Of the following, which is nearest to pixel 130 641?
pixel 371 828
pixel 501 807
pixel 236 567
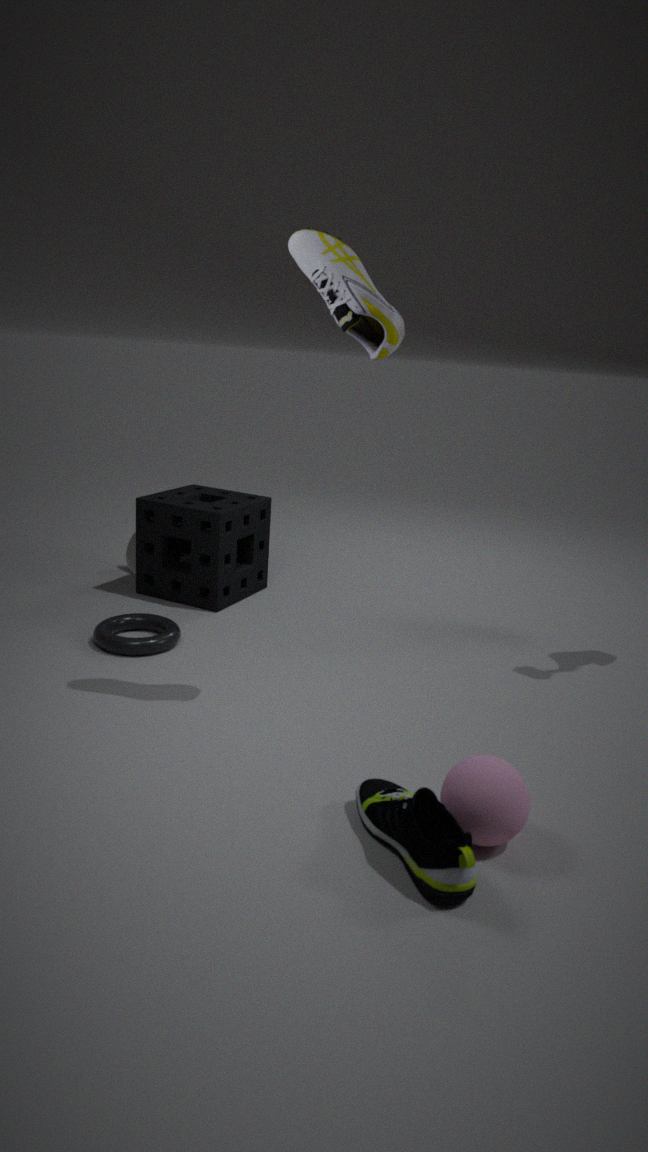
pixel 236 567
